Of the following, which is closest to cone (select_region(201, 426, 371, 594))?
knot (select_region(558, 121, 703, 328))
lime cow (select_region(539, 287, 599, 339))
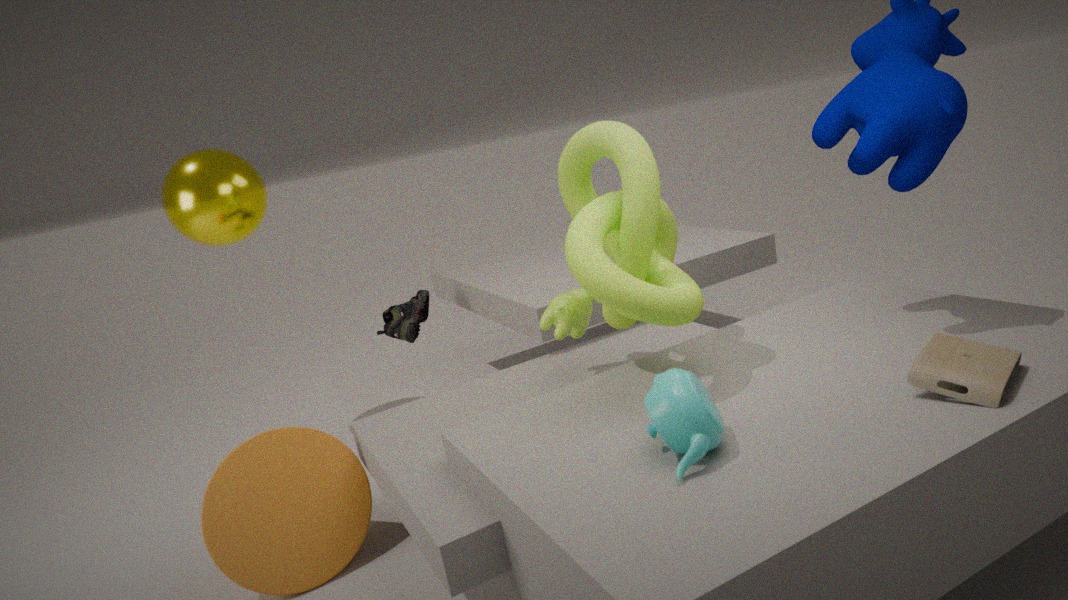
lime cow (select_region(539, 287, 599, 339))
